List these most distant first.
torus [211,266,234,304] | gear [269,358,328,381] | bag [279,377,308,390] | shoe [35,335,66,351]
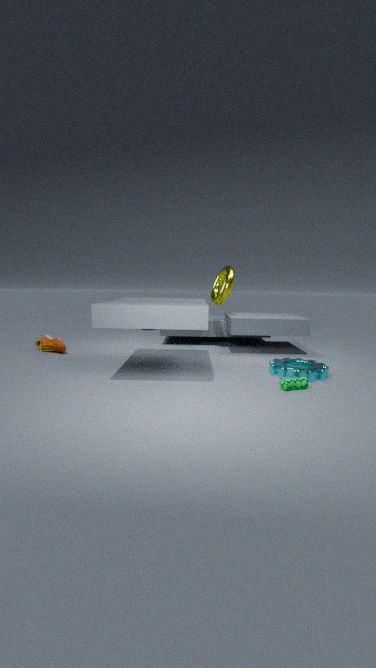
torus [211,266,234,304] < shoe [35,335,66,351] < gear [269,358,328,381] < bag [279,377,308,390]
